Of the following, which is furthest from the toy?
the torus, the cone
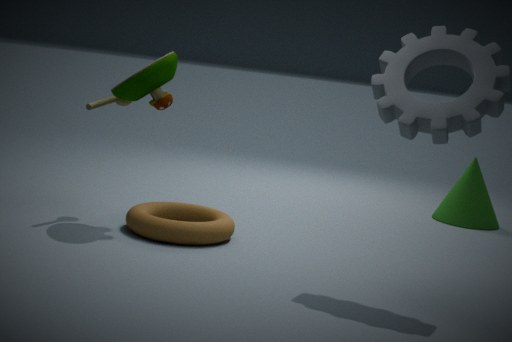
the cone
